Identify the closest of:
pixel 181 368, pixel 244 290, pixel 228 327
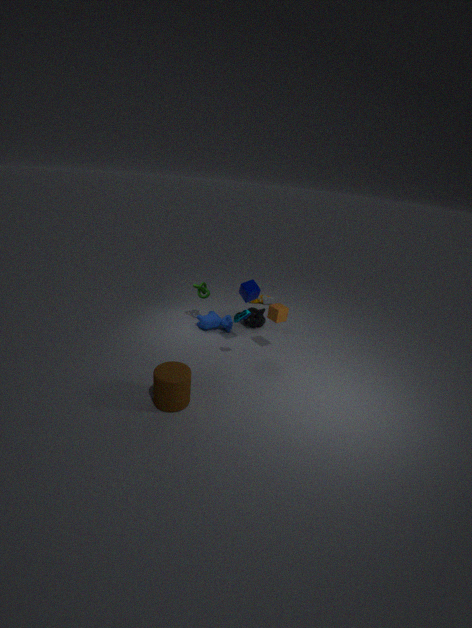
pixel 181 368
